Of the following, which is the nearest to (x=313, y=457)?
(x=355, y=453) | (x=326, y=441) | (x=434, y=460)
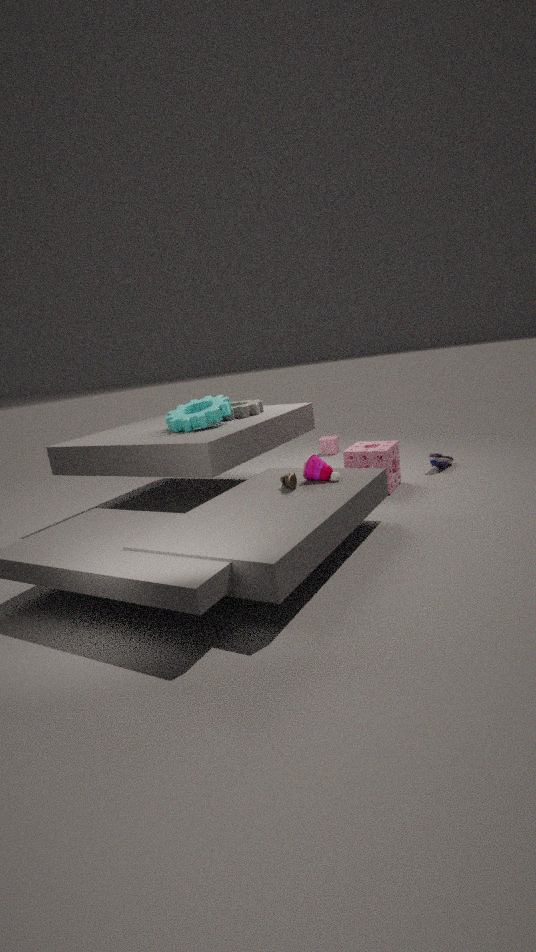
(x=355, y=453)
